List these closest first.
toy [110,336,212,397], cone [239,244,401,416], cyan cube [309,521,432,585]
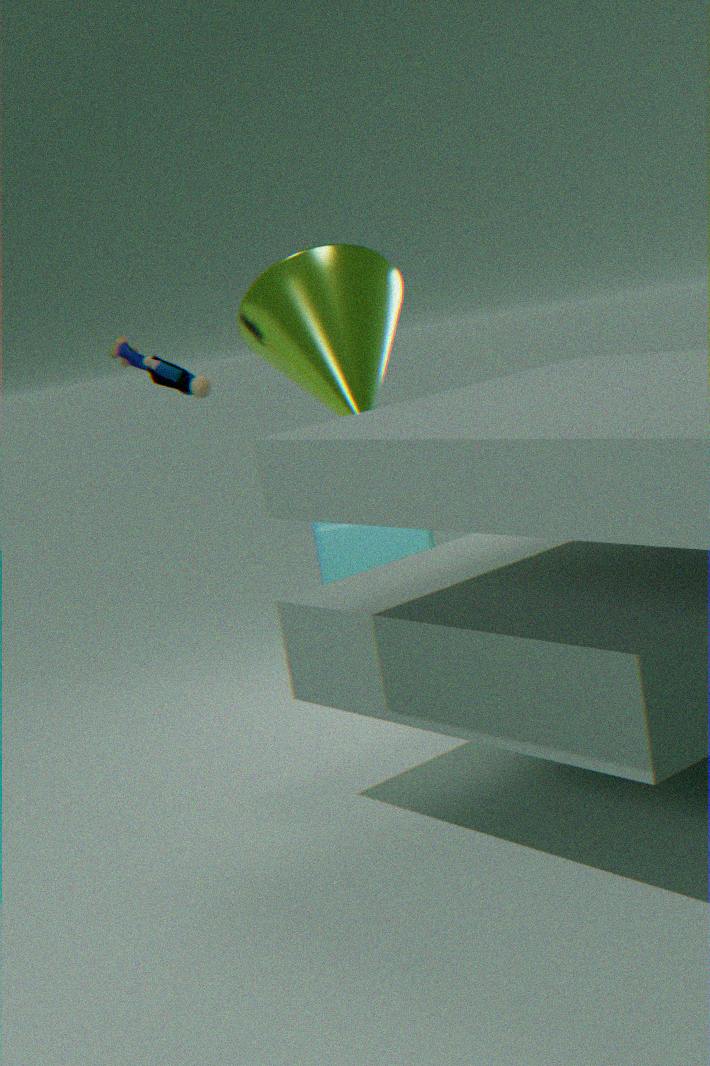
cone [239,244,401,416], toy [110,336,212,397], cyan cube [309,521,432,585]
